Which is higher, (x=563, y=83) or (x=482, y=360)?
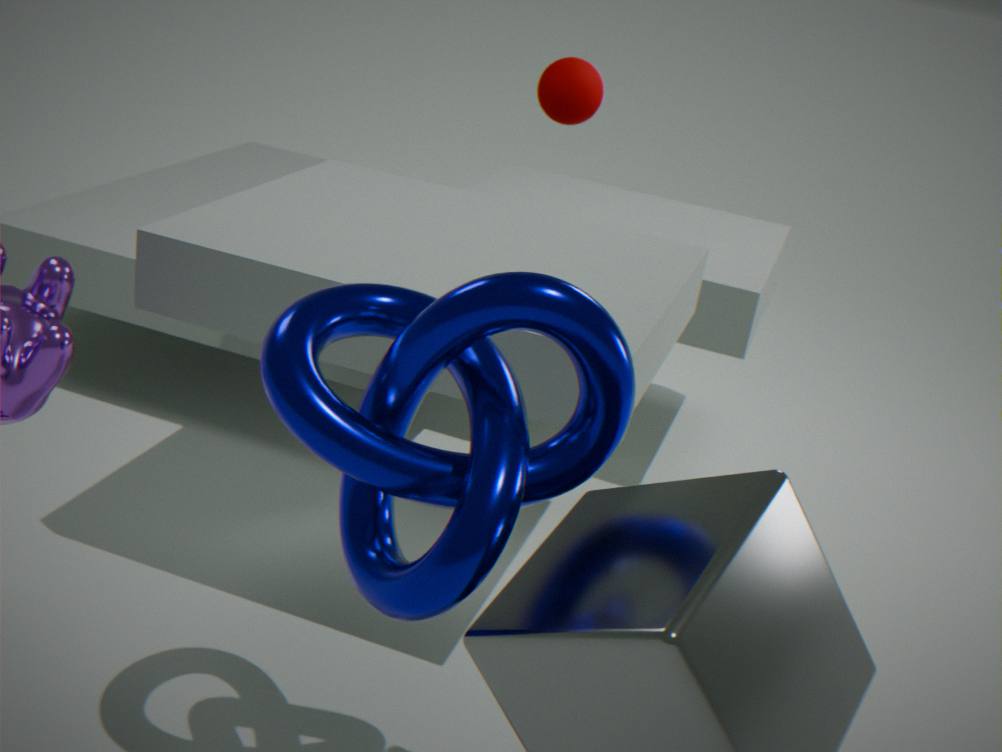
(x=563, y=83)
